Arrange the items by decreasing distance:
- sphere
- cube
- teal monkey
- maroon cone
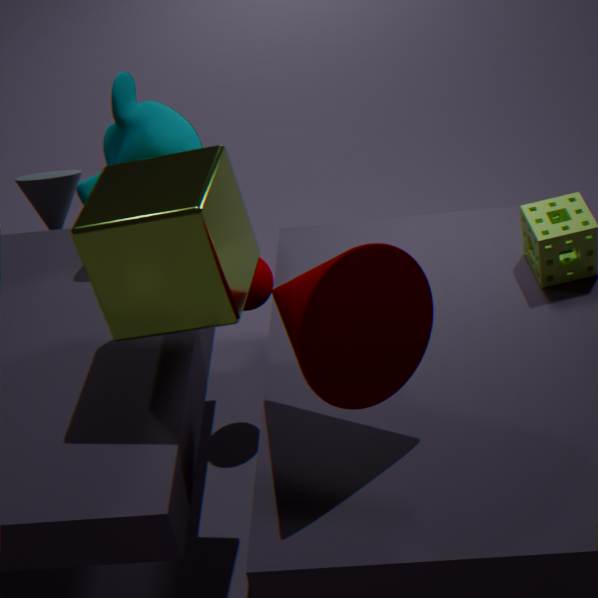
1. sphere
2. teal monkey
3. cube
4. maroon cone
